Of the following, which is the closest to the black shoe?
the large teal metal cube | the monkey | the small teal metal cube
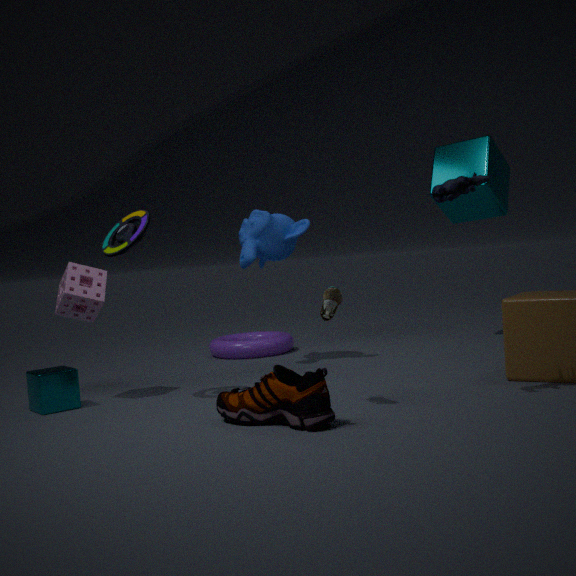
the monkey
